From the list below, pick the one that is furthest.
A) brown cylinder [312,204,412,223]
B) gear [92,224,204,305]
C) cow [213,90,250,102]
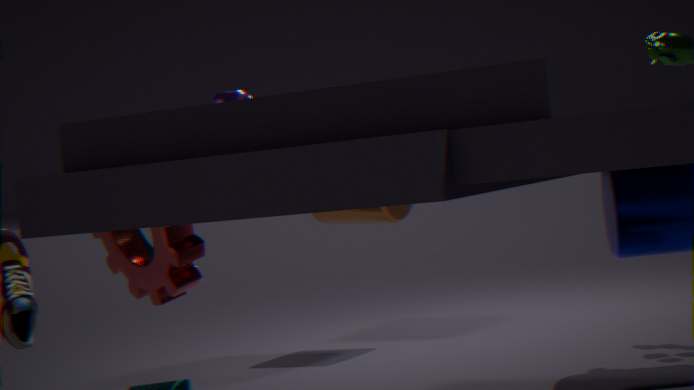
brown cylinder [312,204,412,223]
